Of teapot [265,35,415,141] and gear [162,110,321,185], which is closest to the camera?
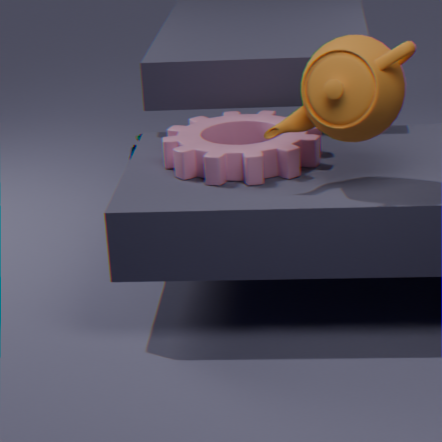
teapot [265,35,415,141]
